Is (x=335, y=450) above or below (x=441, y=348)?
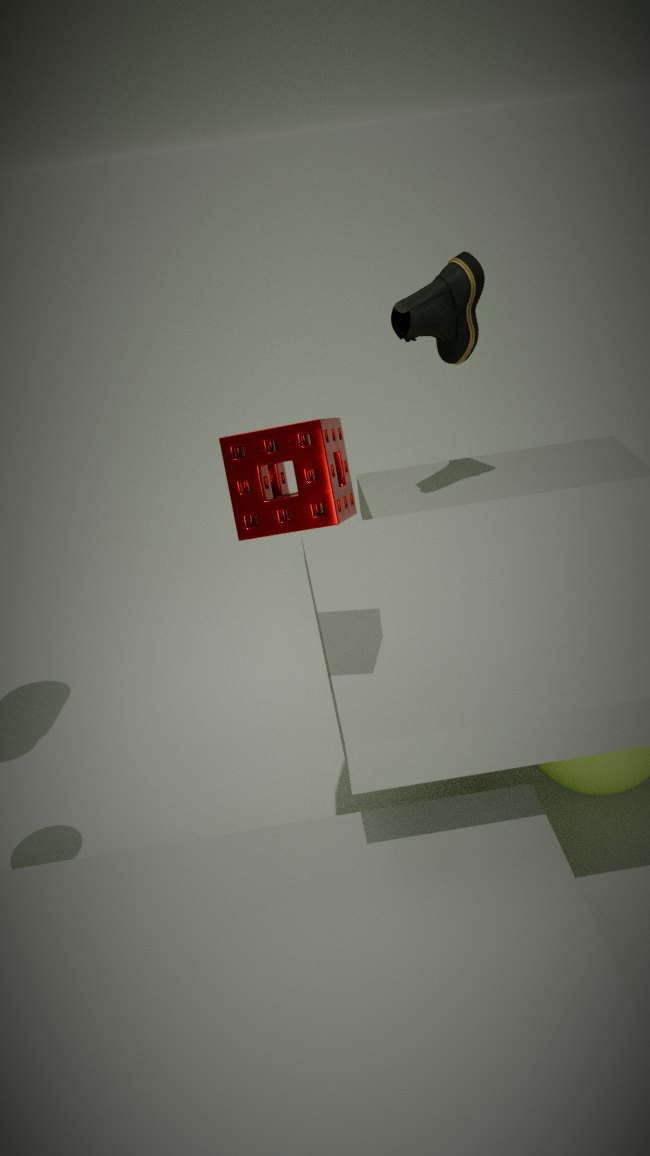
above
